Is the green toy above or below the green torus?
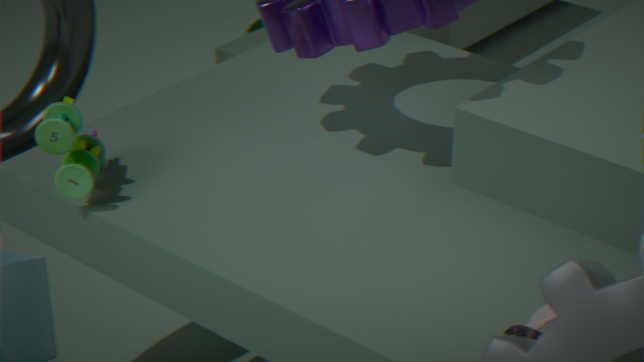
above
